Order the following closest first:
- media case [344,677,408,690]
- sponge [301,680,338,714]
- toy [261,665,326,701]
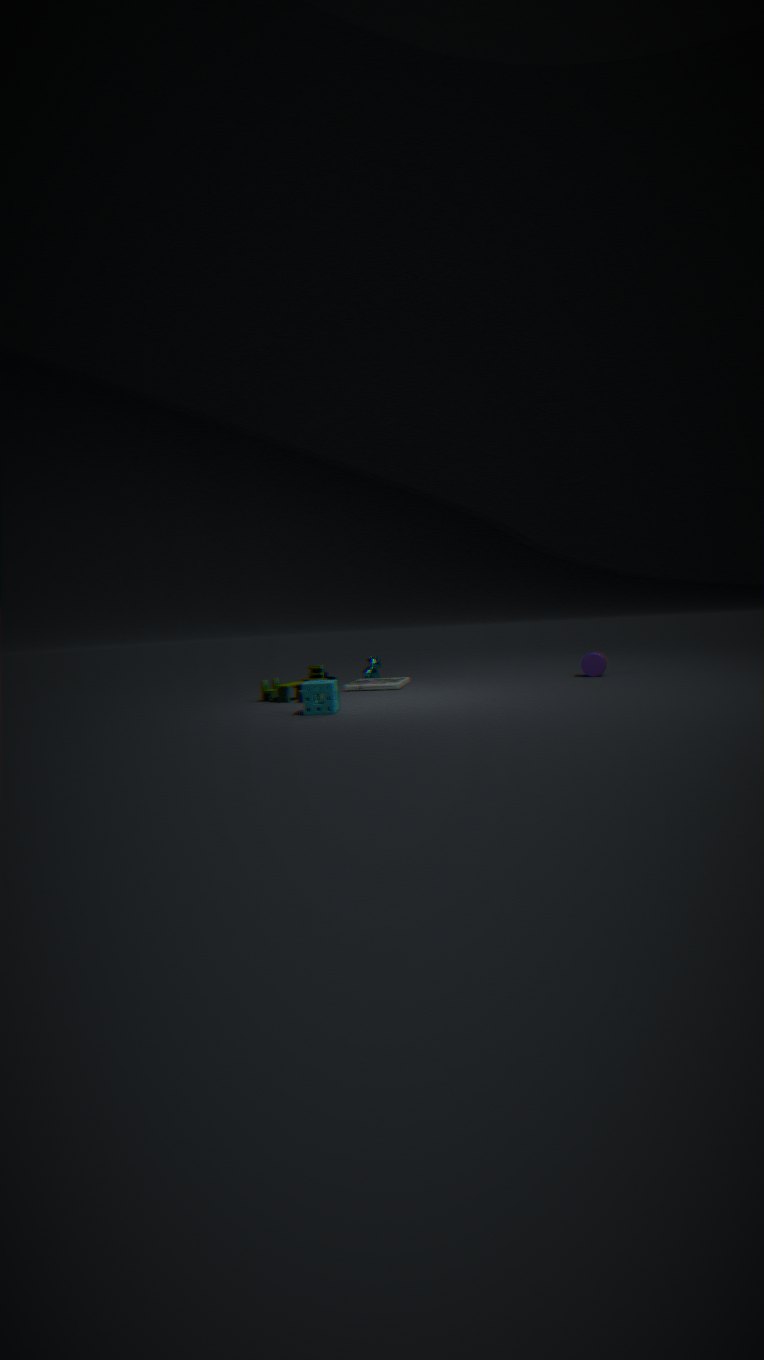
sponge [301,680,338,714] < toy [261,665,326,701] < media case [344,677,408,690]
